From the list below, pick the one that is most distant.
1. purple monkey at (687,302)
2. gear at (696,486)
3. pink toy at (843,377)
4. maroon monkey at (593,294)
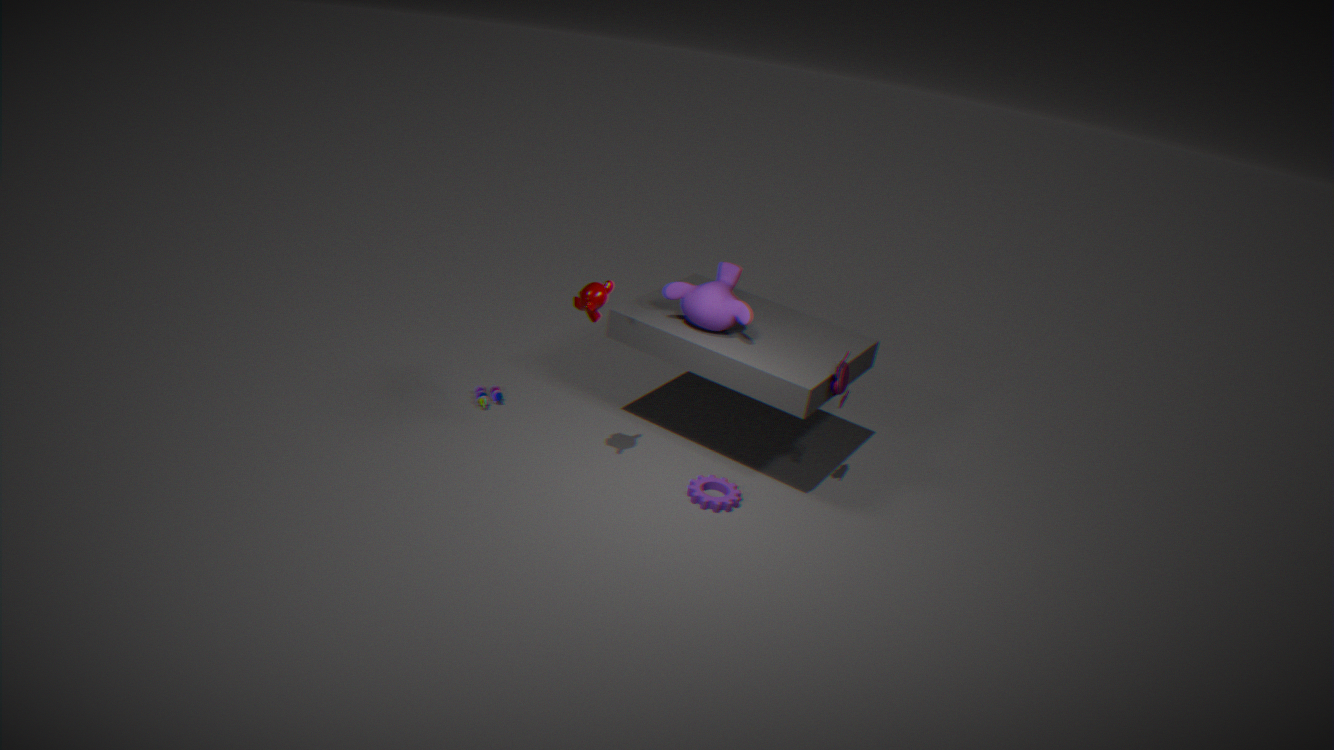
purple monkey at (687,302)
